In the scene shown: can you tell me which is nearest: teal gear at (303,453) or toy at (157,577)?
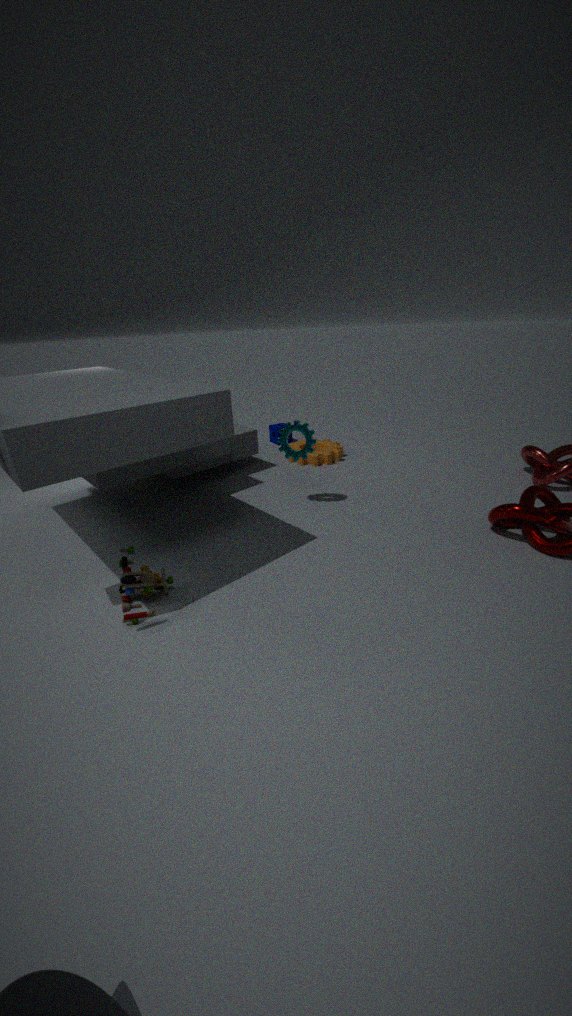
toy at (157,577)
